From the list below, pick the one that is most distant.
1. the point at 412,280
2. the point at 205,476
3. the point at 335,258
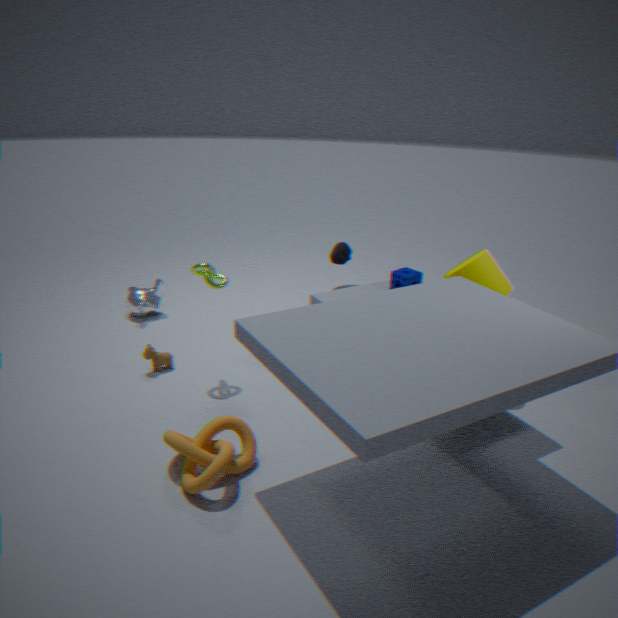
the point at 412,280
